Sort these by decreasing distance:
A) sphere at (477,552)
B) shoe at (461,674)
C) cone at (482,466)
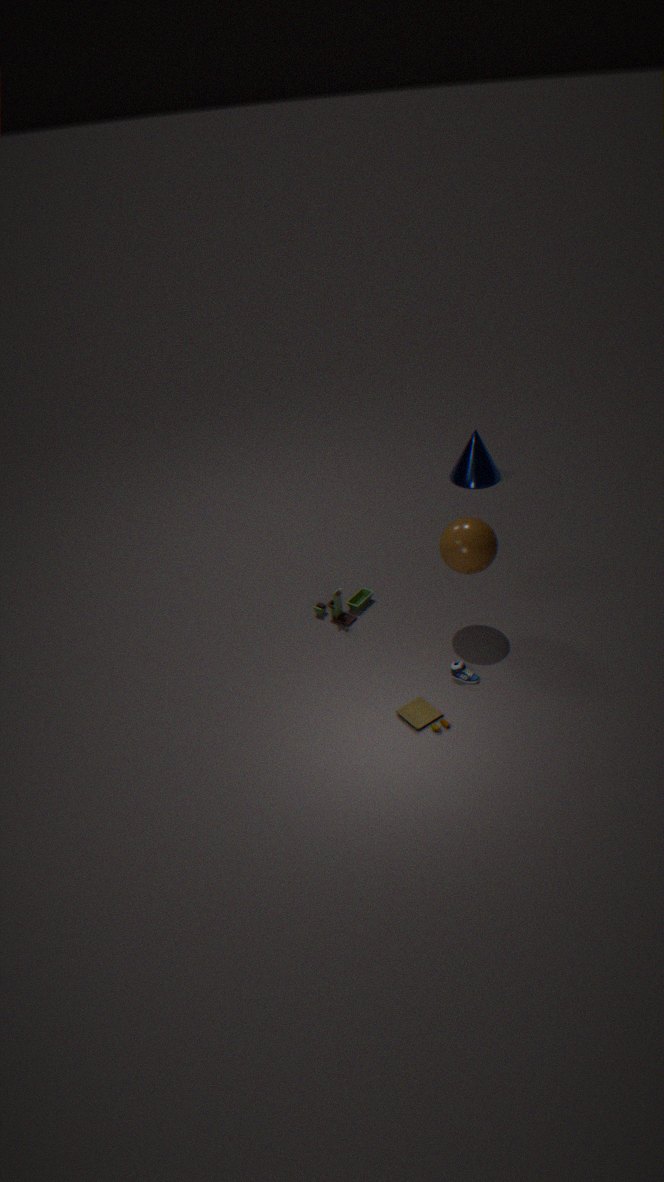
1. cone at (482,466)
2. sphere at (477,552)
3. shoe at (461,674)
